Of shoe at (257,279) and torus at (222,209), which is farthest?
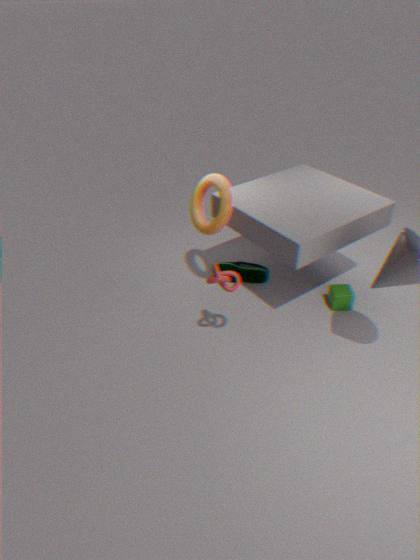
shoe at (257,279)
